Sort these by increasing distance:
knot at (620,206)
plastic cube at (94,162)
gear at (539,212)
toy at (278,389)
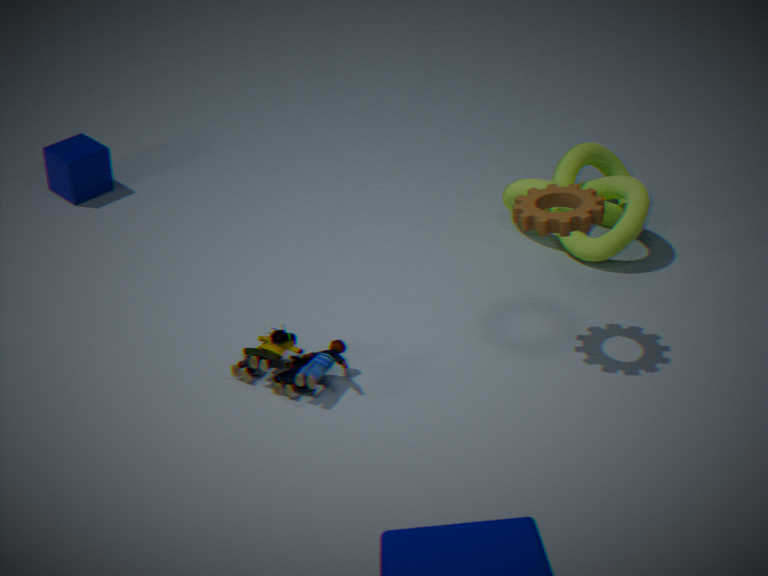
gear at (539,212) → toy at (278,389) → knot at (620,206) → plastic cube at (94,162)
